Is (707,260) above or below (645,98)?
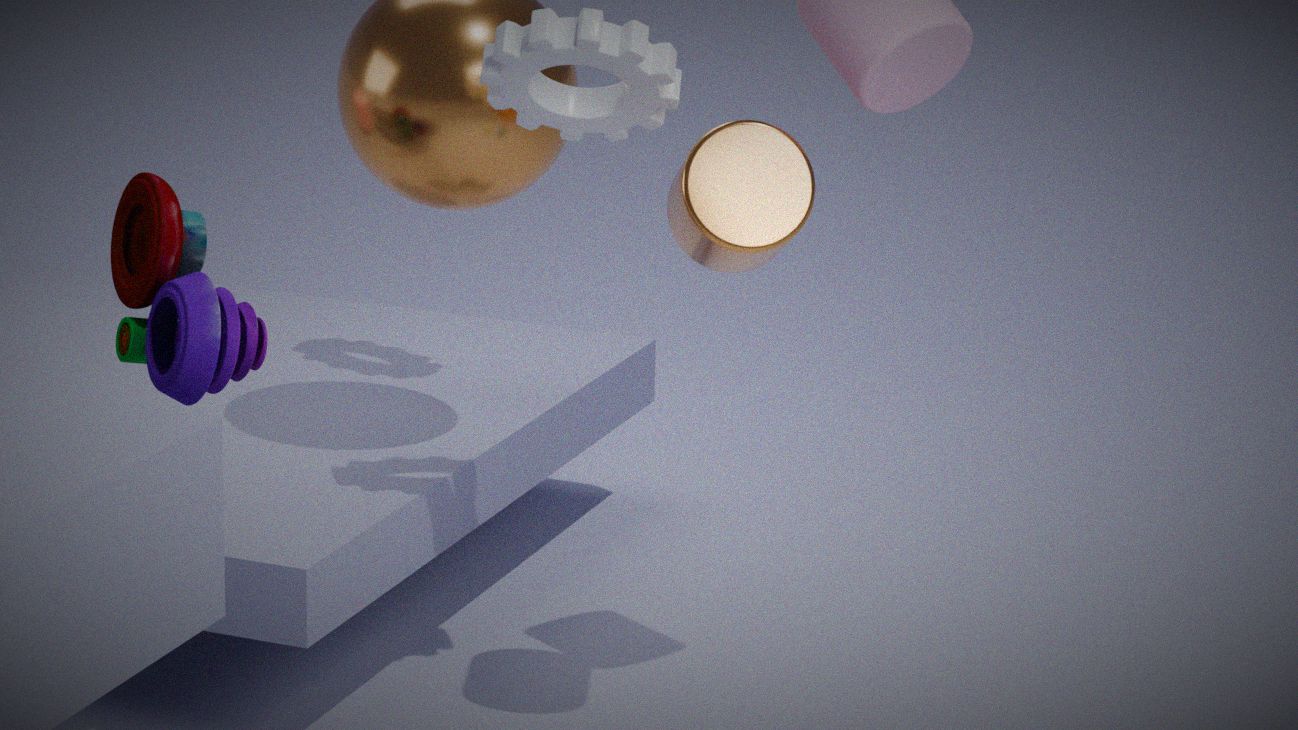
below
